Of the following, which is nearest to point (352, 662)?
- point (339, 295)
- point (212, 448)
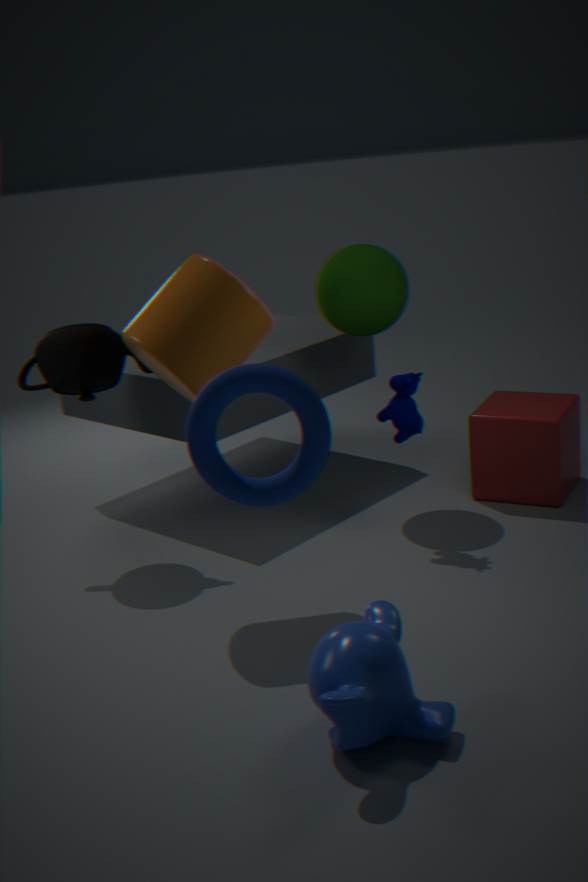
point (212, 448)
